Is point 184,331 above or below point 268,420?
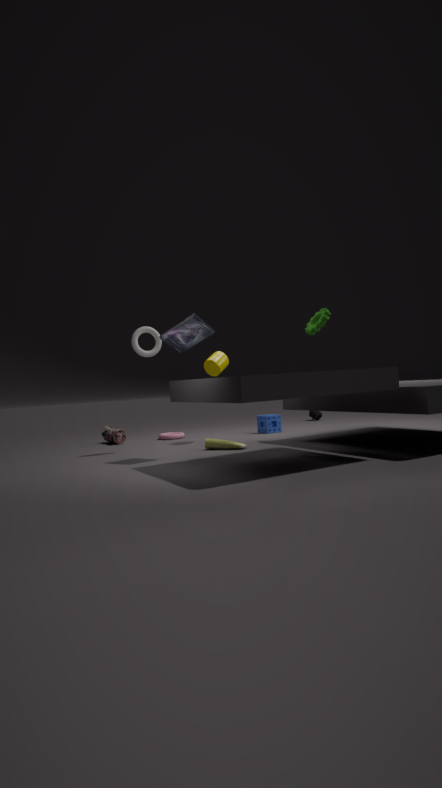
above
